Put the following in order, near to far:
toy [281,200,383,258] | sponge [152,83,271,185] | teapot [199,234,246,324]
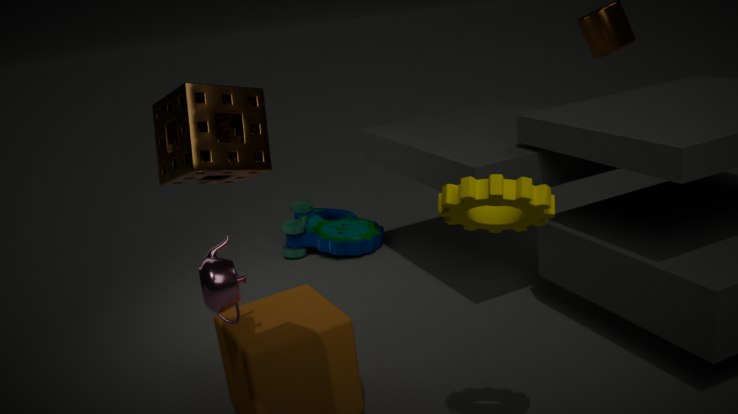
1. sponge [152,83,271,185]
2. teapot [199,234,246,324]
3. toy [281,200,383,258]
